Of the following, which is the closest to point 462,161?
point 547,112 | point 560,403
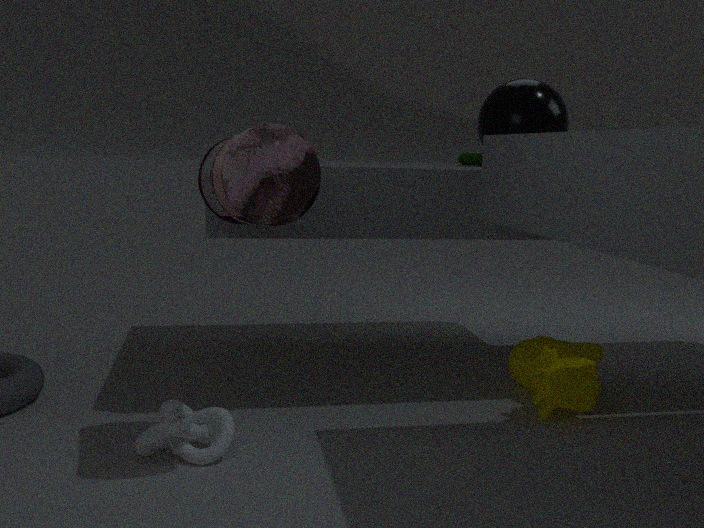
point 547,112
